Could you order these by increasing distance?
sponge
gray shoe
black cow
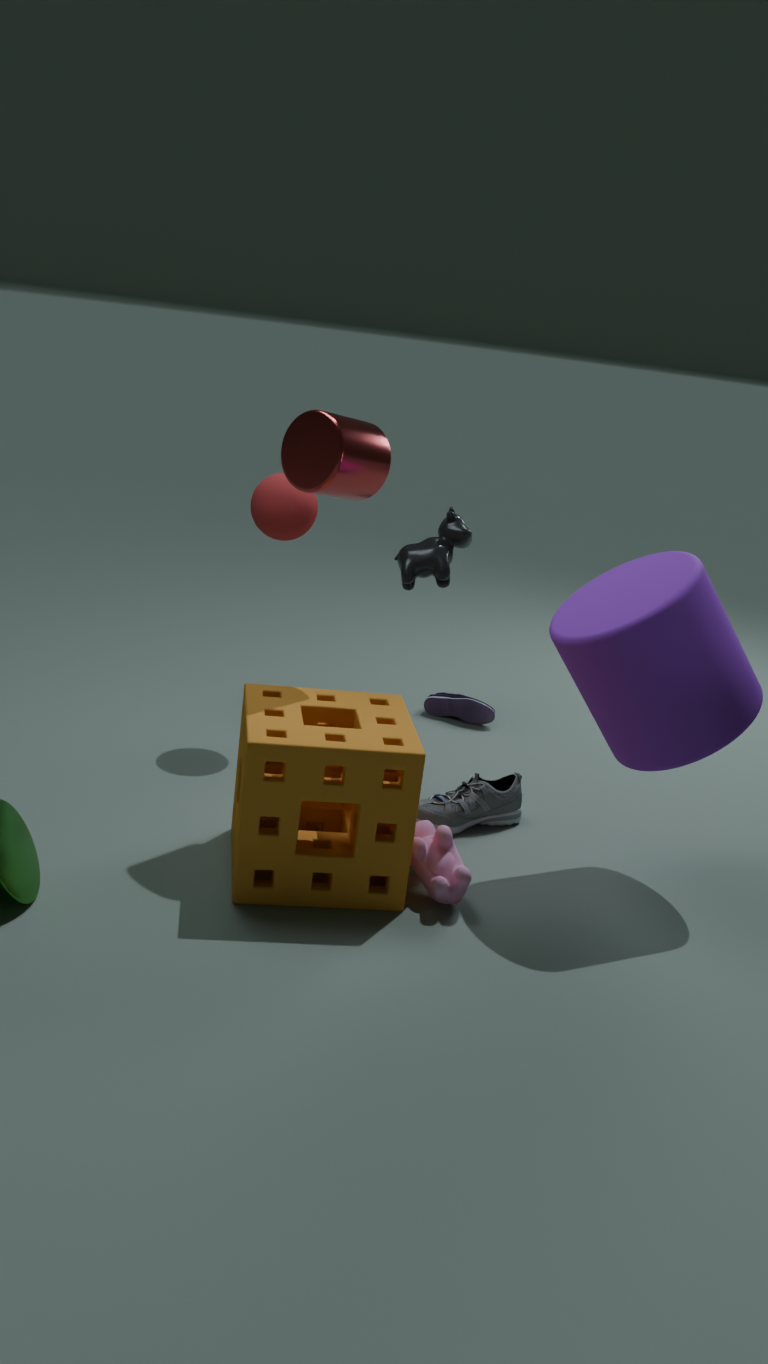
sponge
gray shoe
black cow
